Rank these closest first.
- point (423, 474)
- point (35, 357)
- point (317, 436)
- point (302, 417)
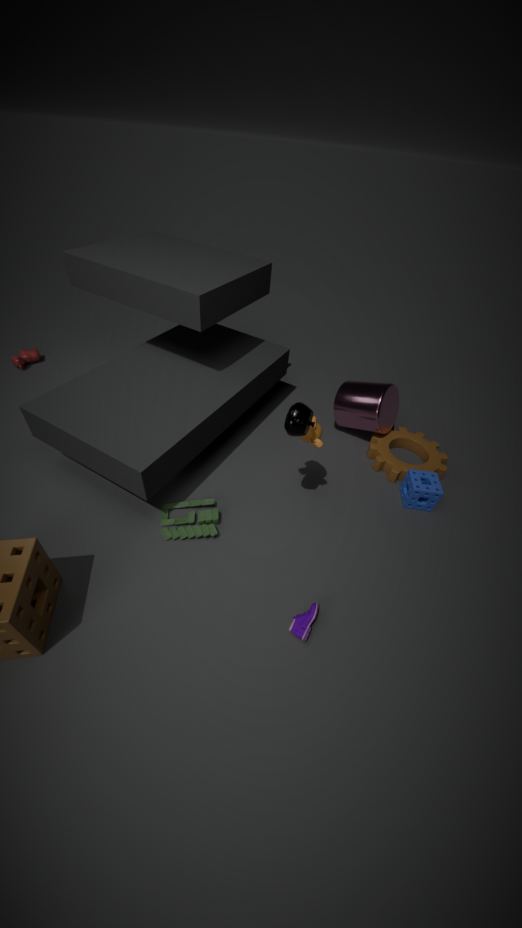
point (302, 417) → point (317, 436) → point (423, 474) → point (35, 357)
